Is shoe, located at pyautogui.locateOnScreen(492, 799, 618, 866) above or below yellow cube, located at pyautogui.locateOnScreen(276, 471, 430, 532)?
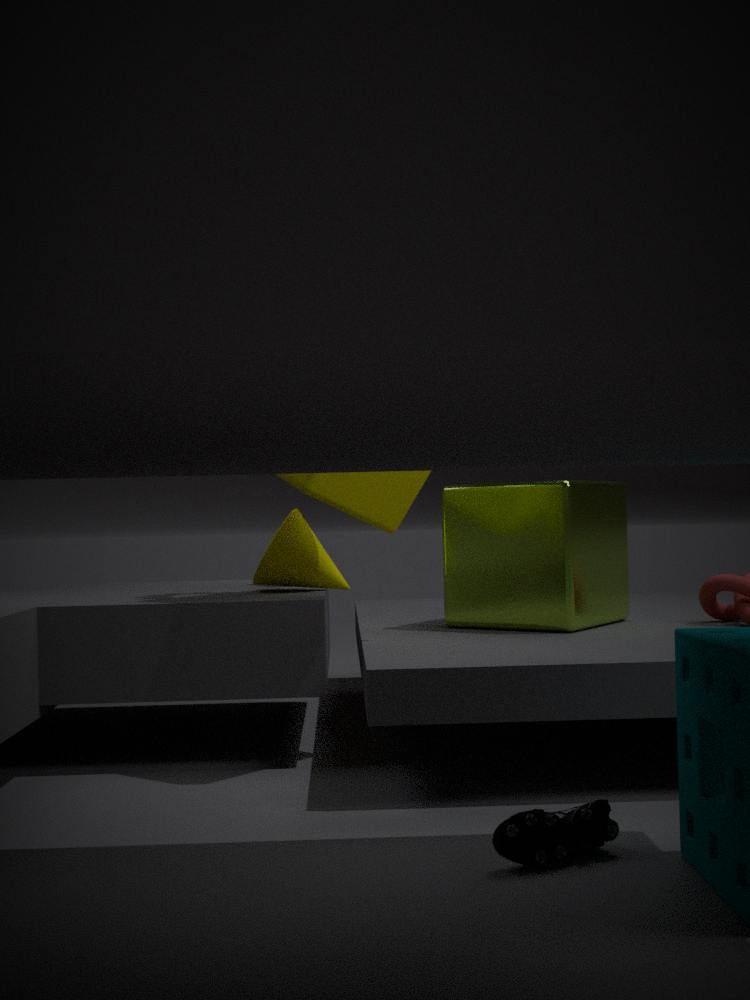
below
